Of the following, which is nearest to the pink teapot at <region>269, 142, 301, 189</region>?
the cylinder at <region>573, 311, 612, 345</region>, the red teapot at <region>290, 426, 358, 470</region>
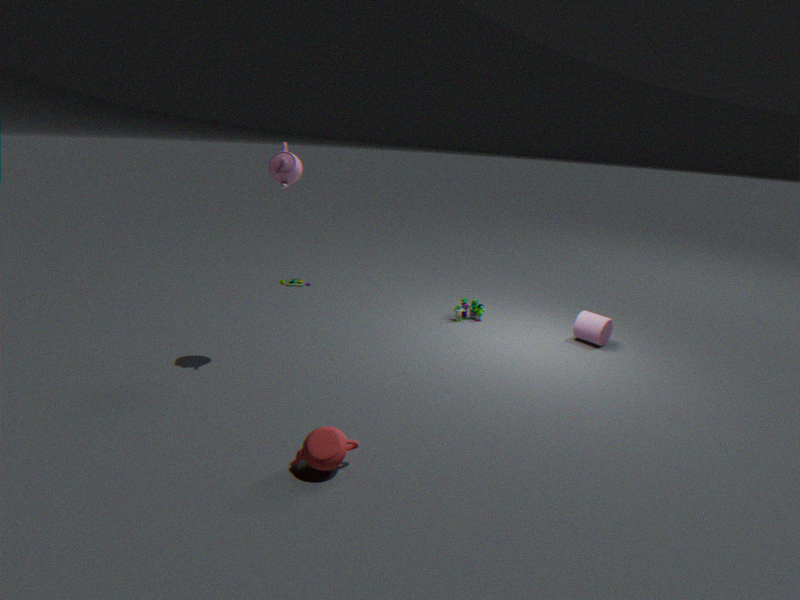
the red teapot at <region>290, 426, 358, 470</region>
